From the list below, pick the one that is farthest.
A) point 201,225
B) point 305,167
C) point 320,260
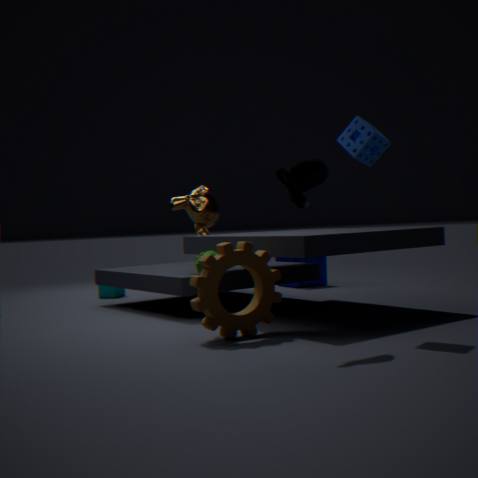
point 320,260
